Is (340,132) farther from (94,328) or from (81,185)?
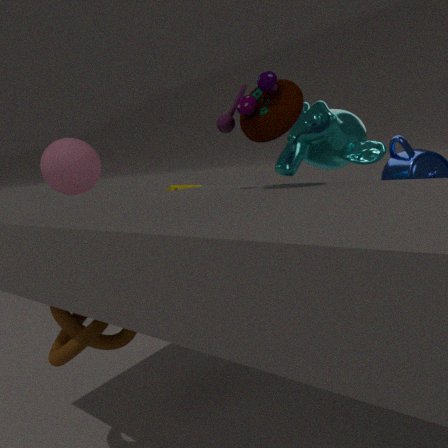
(81,185)
